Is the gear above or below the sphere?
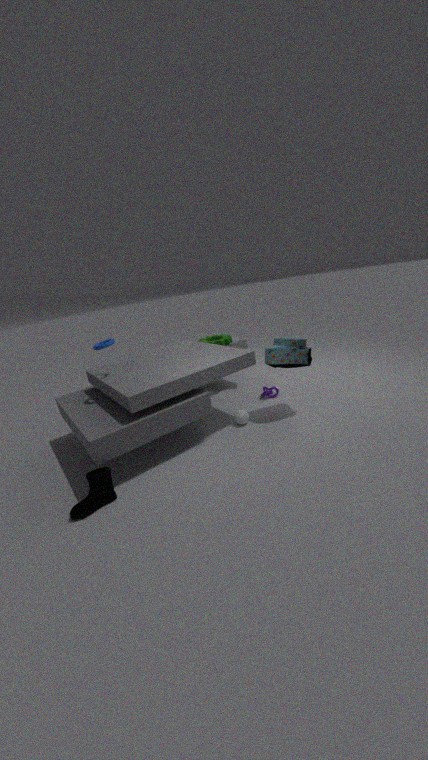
above
